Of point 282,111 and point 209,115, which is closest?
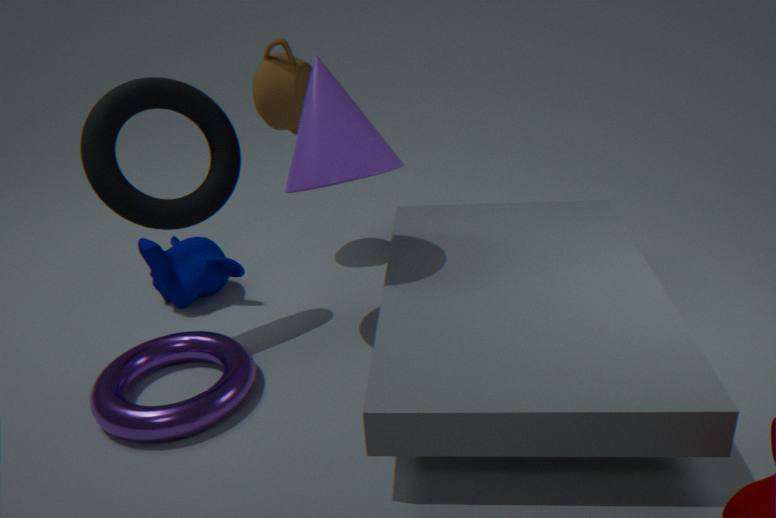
point 209,115
